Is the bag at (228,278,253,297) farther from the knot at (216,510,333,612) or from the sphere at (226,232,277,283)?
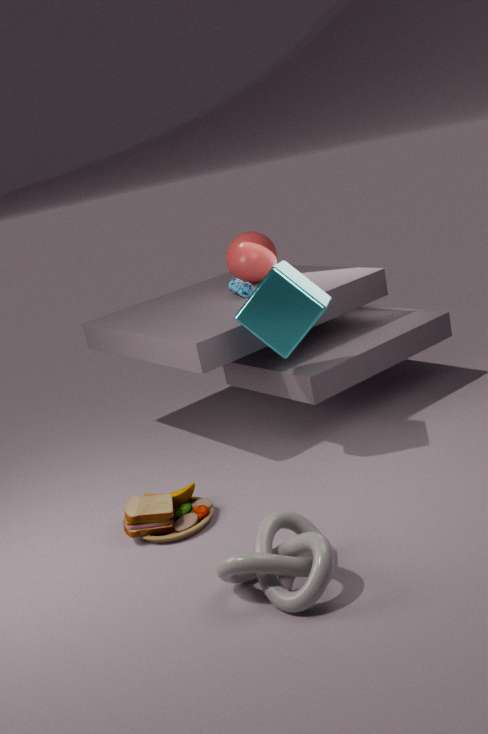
the knot at (216,510,333,612)
